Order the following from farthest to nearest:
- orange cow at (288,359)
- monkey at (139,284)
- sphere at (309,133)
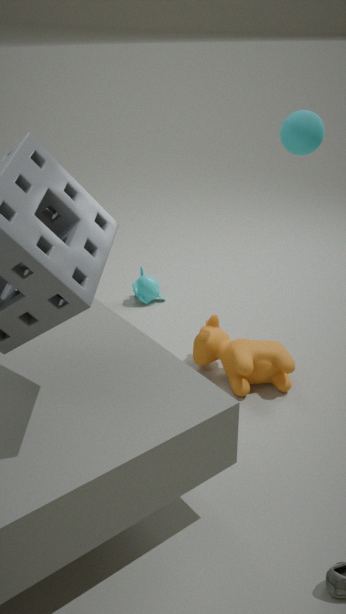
monkey at (139,284), orange cow at (288,359), sphere at (309,133)
